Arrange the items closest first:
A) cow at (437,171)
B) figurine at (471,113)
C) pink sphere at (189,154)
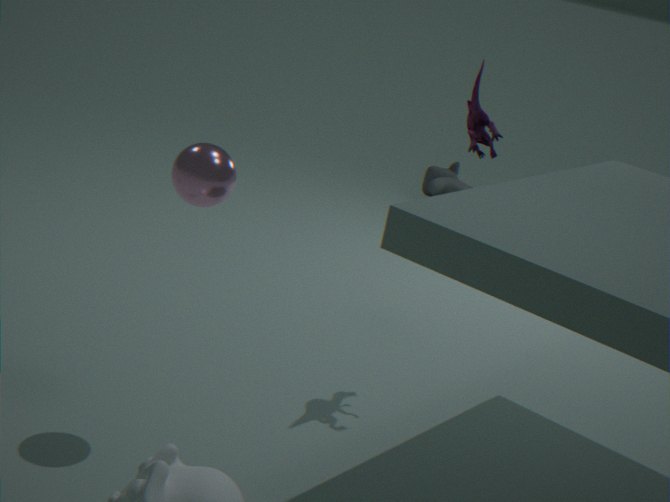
pink sphere at (189,154) < figurine at (471,113) < cow at (437,171)
